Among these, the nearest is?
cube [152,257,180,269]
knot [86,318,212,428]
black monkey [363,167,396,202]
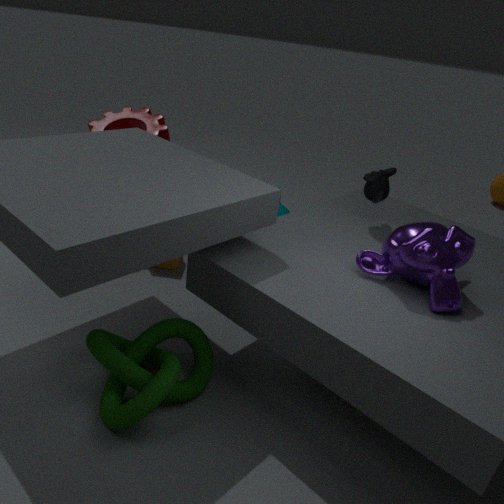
knot [86,318,212,428]
